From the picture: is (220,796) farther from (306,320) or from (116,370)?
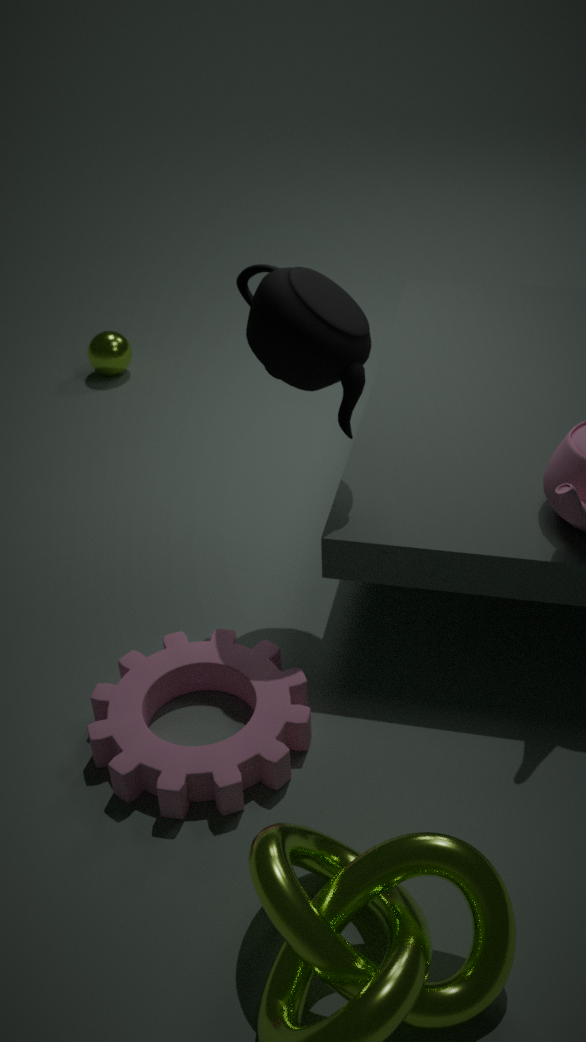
(116,370)
